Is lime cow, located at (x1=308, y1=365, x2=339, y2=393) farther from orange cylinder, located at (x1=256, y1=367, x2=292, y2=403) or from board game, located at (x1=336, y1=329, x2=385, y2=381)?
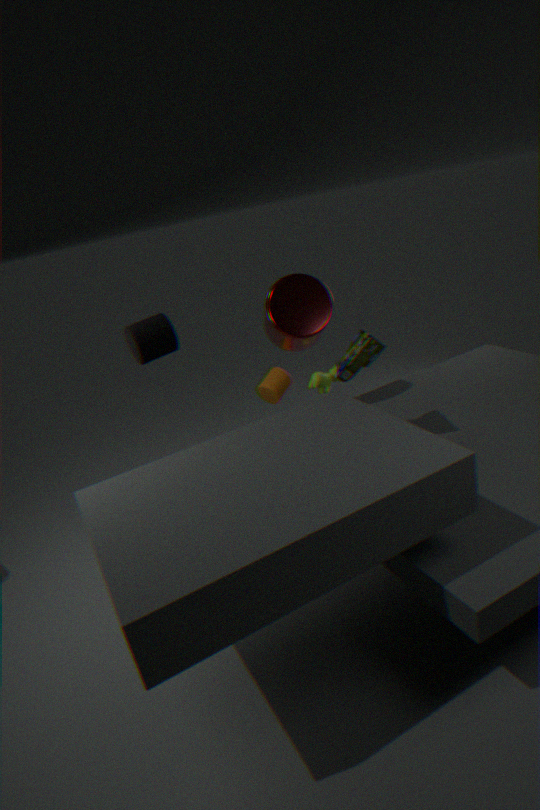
board game, located at (x1=336, y1=329, x2=385, y2=381)
